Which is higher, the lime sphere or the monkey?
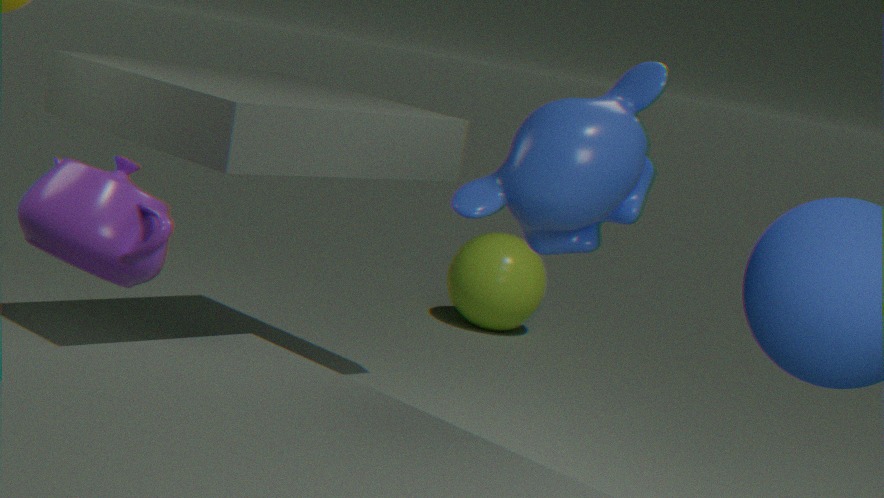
the monkey
